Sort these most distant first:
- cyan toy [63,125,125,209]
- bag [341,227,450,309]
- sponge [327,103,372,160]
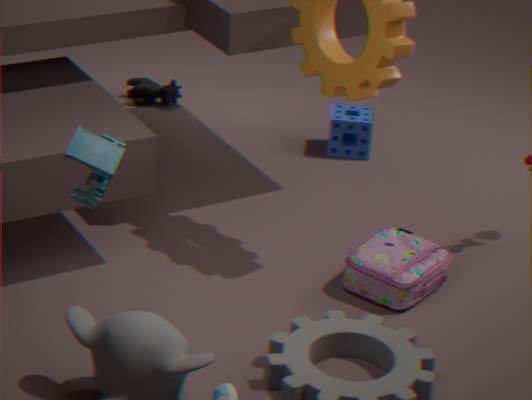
sponge [327,103,372,160]
bag [341,227,450,309]
cyan toy [63,125,125,209]
